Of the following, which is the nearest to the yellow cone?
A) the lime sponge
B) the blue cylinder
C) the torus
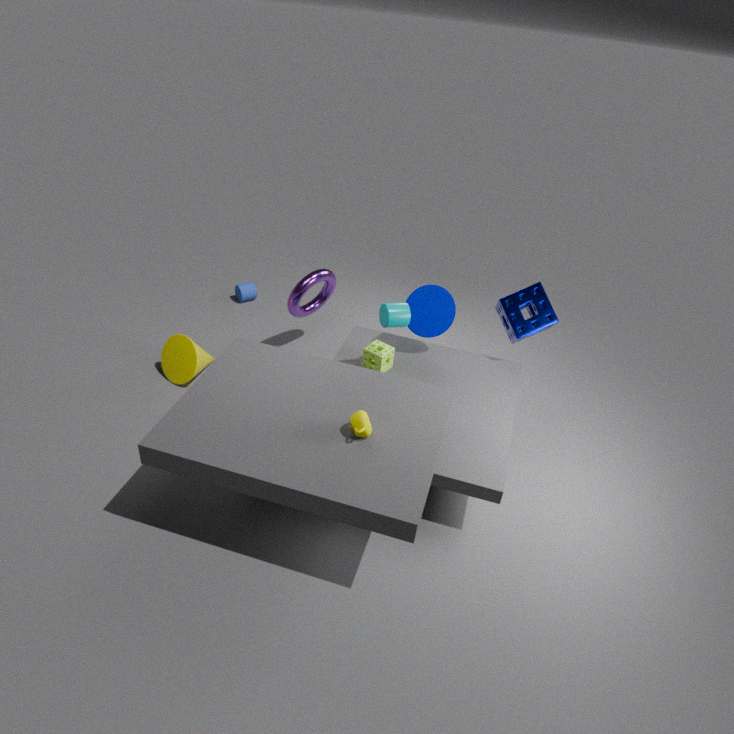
the torus
